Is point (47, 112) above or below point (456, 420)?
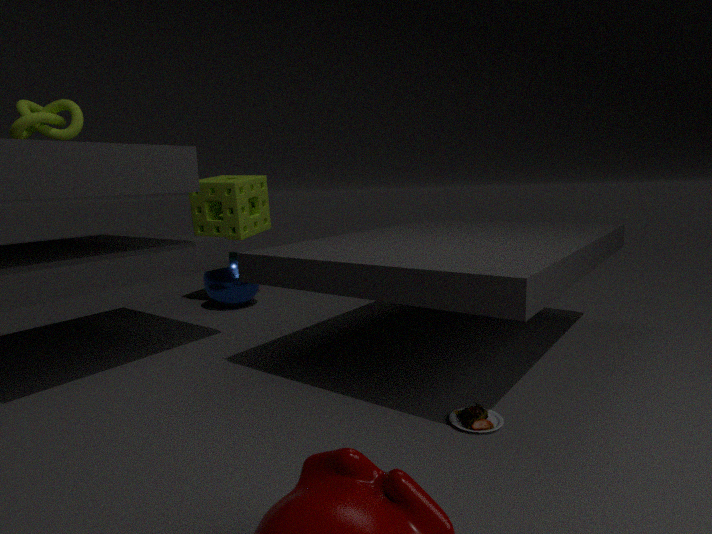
above
